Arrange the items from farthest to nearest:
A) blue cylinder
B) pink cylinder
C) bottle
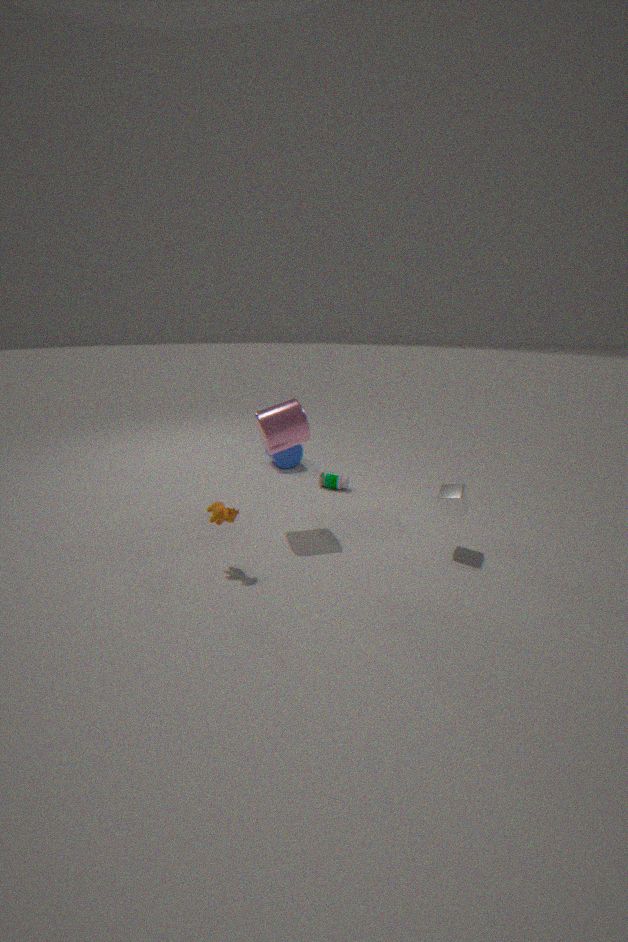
1. blue cylinder
2. bottle
3. pink cylinder
